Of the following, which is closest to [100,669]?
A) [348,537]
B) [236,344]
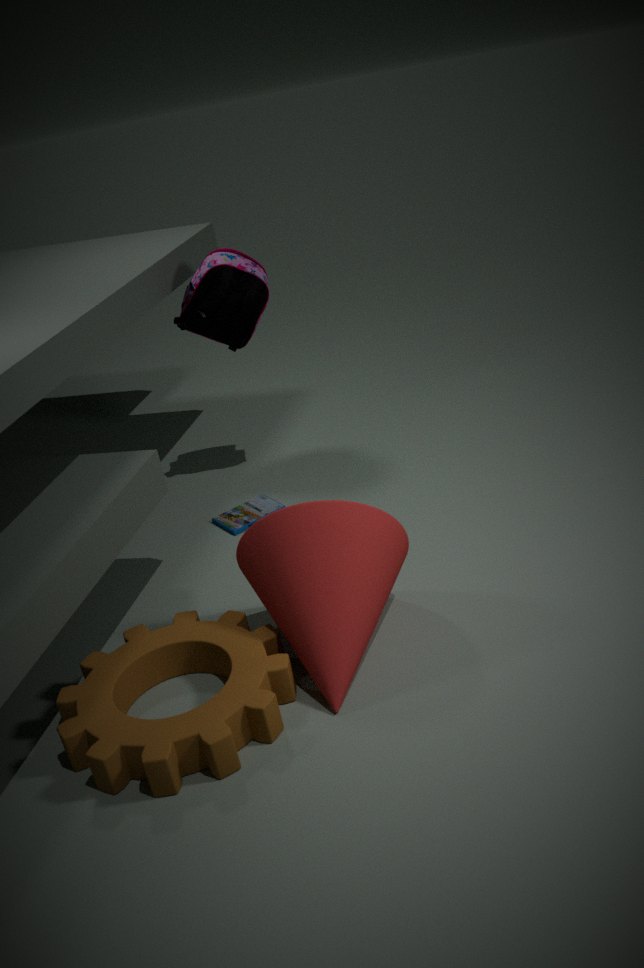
[348,537]
